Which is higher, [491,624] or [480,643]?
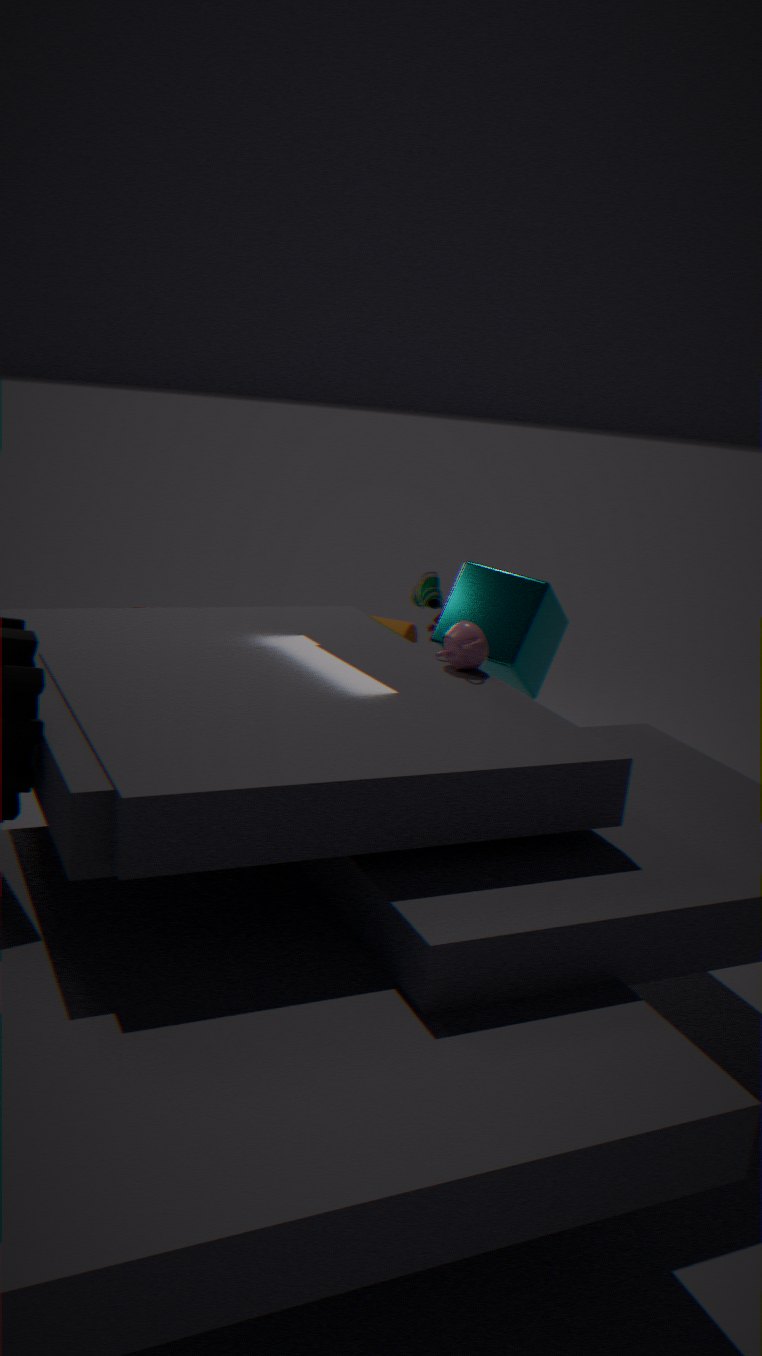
[480,643]
